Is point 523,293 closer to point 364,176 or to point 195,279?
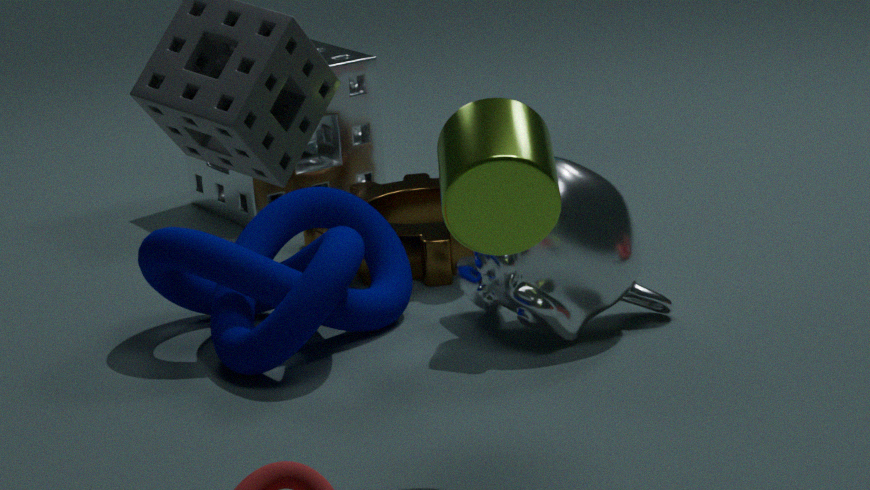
point 195,279
